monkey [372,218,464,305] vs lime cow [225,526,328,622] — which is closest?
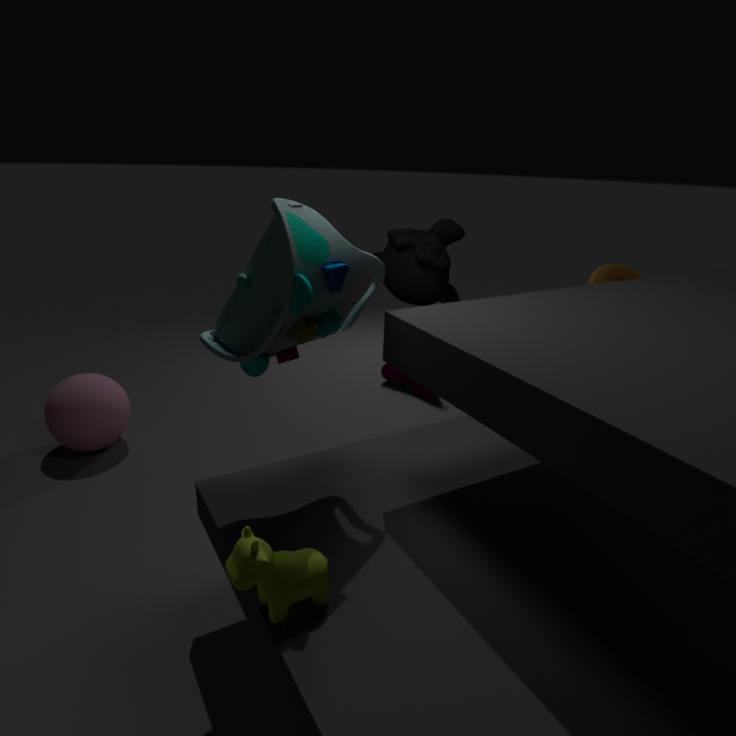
lime cow [225,526,328,622]
